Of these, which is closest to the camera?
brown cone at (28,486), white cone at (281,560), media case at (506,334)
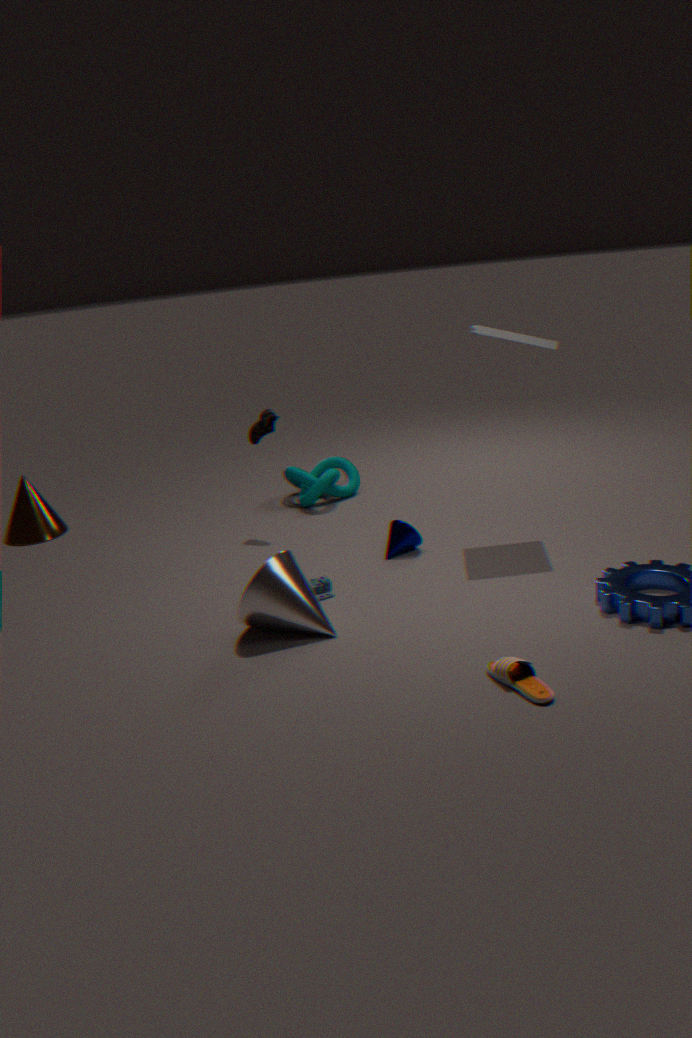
white cone at (281,560)
